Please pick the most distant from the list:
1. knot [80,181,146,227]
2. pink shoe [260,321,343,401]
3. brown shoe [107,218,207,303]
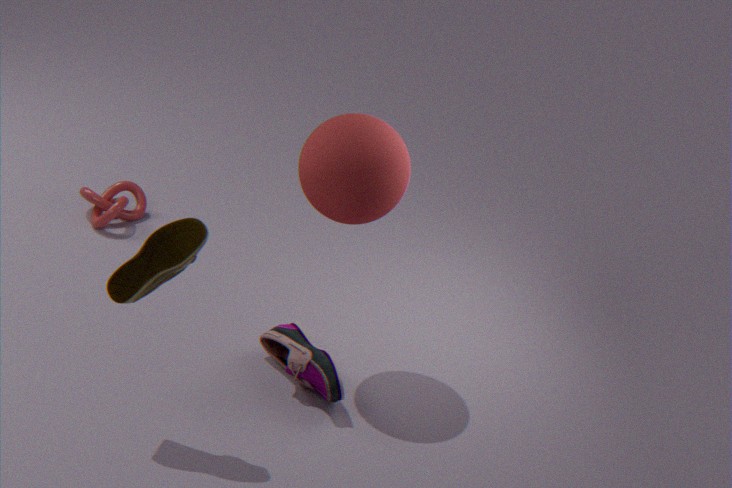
knot [80,181,146,227]
